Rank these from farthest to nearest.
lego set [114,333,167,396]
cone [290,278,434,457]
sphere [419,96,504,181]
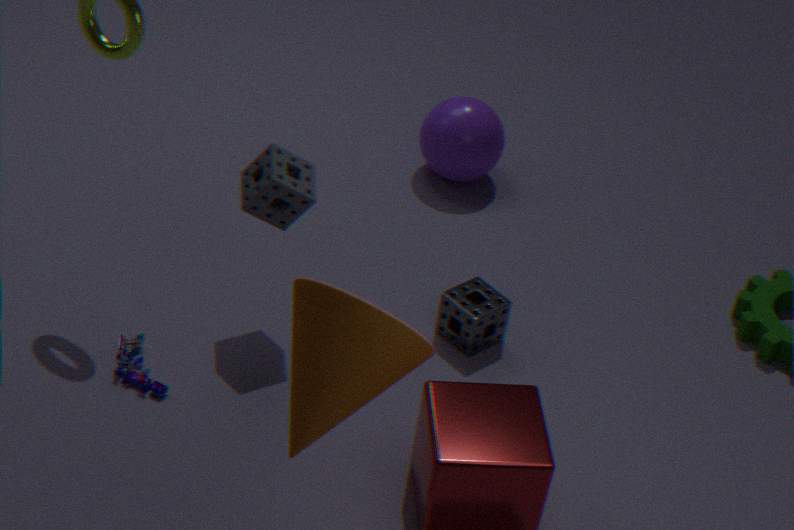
1. sphere [419,96,504,181]
2. lego set [114,333,167,396]
3. cone [290,278,434,457]
